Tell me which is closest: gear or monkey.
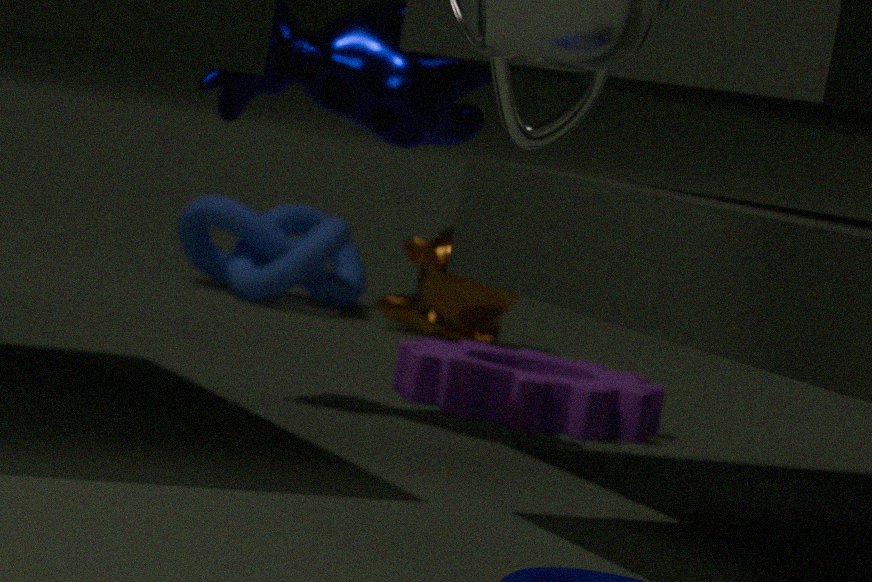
gear
